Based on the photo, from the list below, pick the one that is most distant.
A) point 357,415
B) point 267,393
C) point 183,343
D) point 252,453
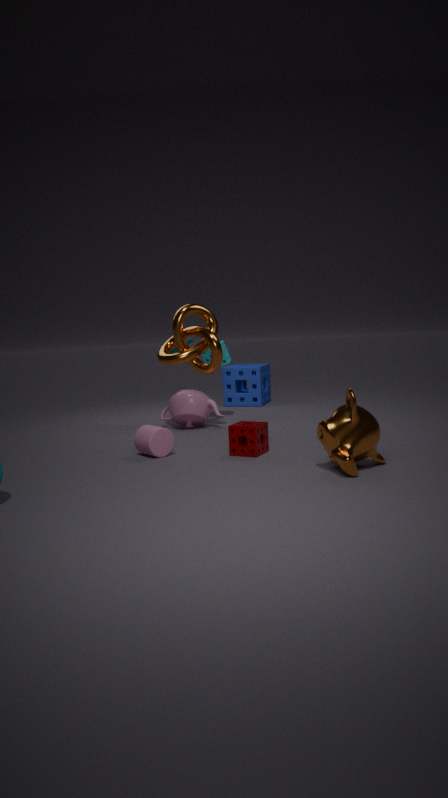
point 267,393
